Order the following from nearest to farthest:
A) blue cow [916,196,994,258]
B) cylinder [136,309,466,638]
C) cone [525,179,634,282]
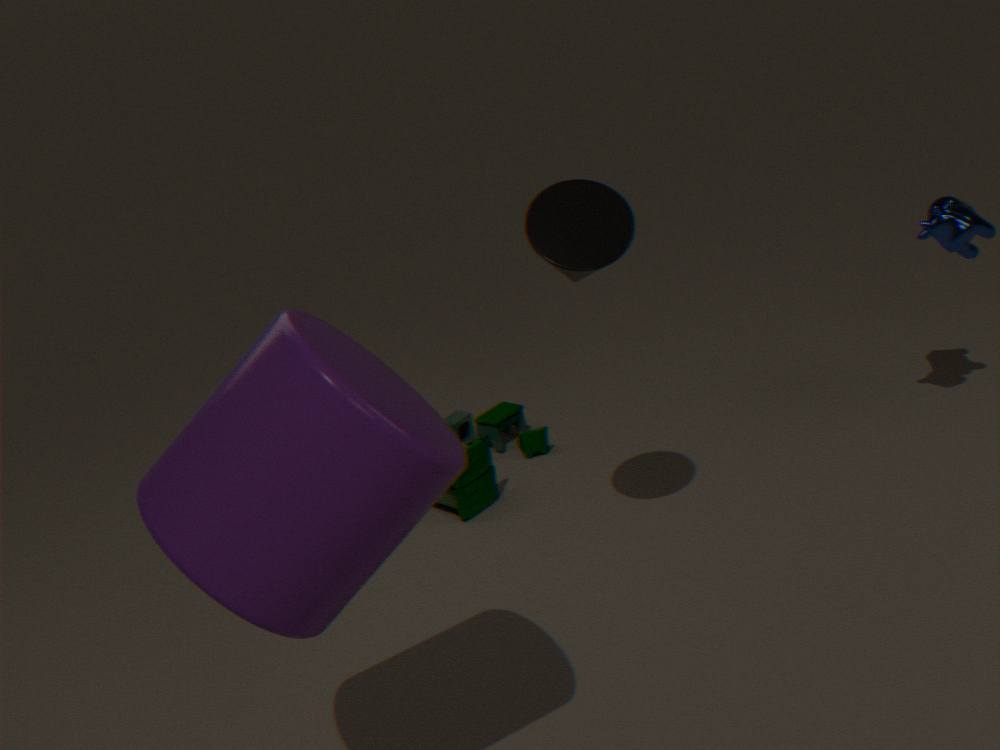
1. cylinder [136,309,466,638]
2. cone [525,179,634,282]
3. blue cow [916,196,994,258]
